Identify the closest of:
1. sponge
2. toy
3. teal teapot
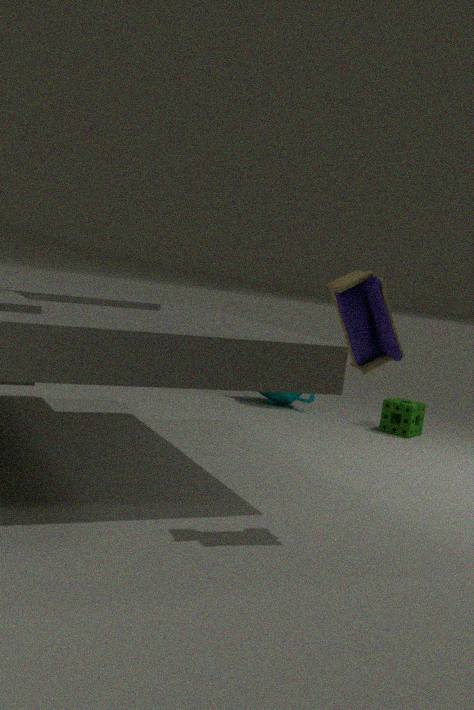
toy
